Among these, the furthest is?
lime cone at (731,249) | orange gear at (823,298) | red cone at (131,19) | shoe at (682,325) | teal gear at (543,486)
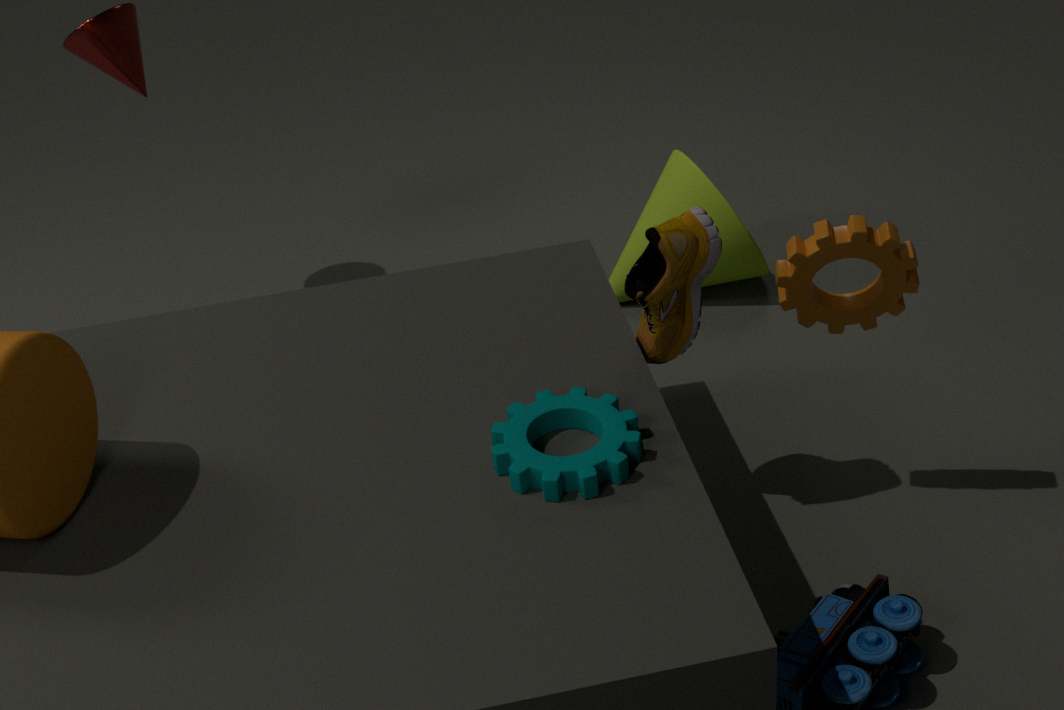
lime cone at (731,249)
